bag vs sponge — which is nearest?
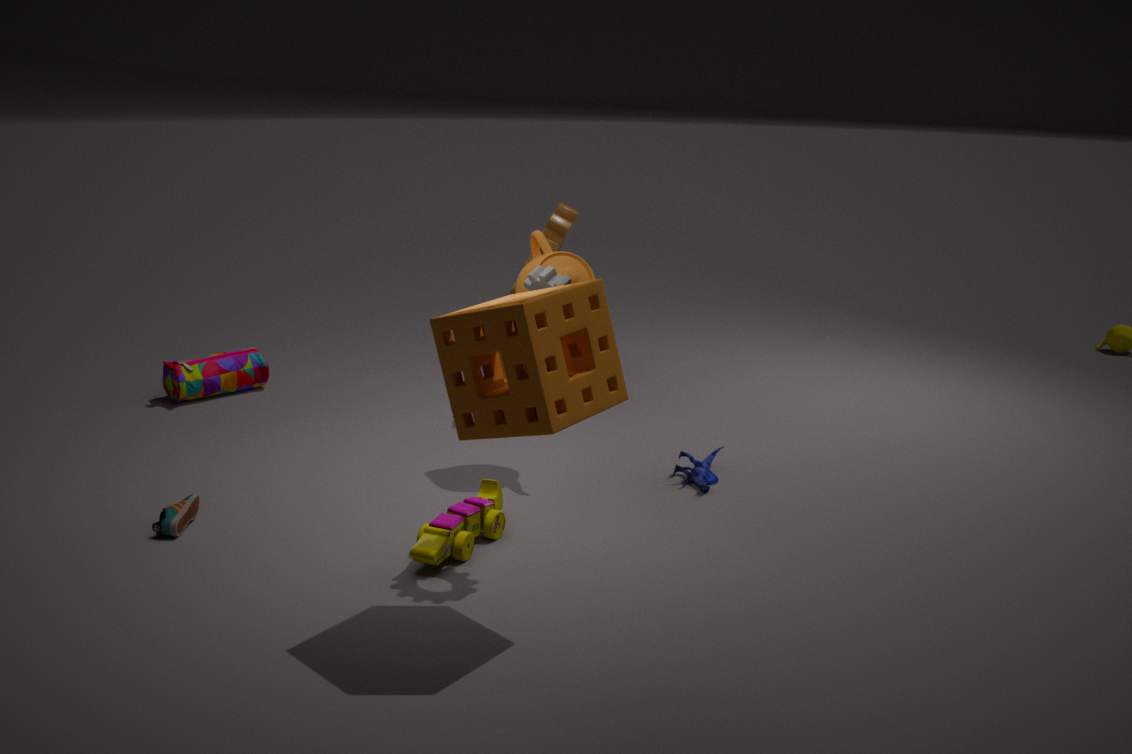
sponge
